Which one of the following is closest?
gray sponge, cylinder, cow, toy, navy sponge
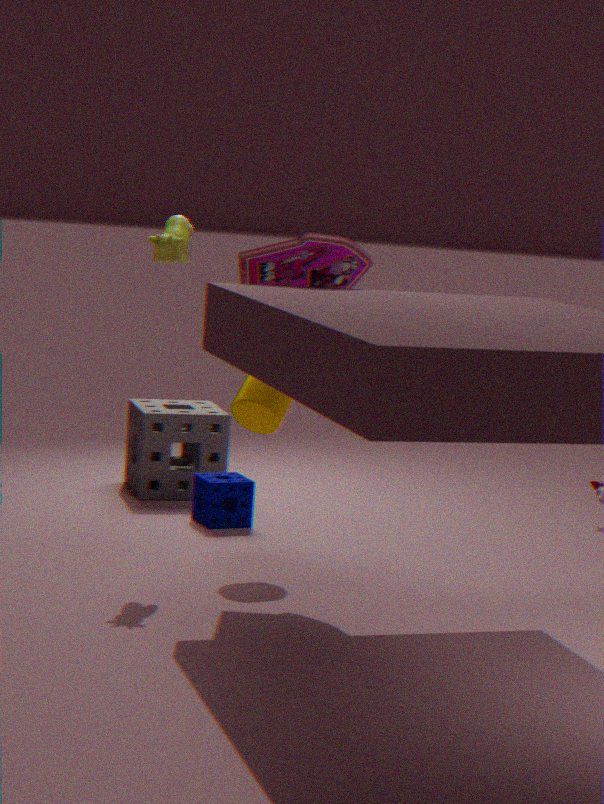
toy
